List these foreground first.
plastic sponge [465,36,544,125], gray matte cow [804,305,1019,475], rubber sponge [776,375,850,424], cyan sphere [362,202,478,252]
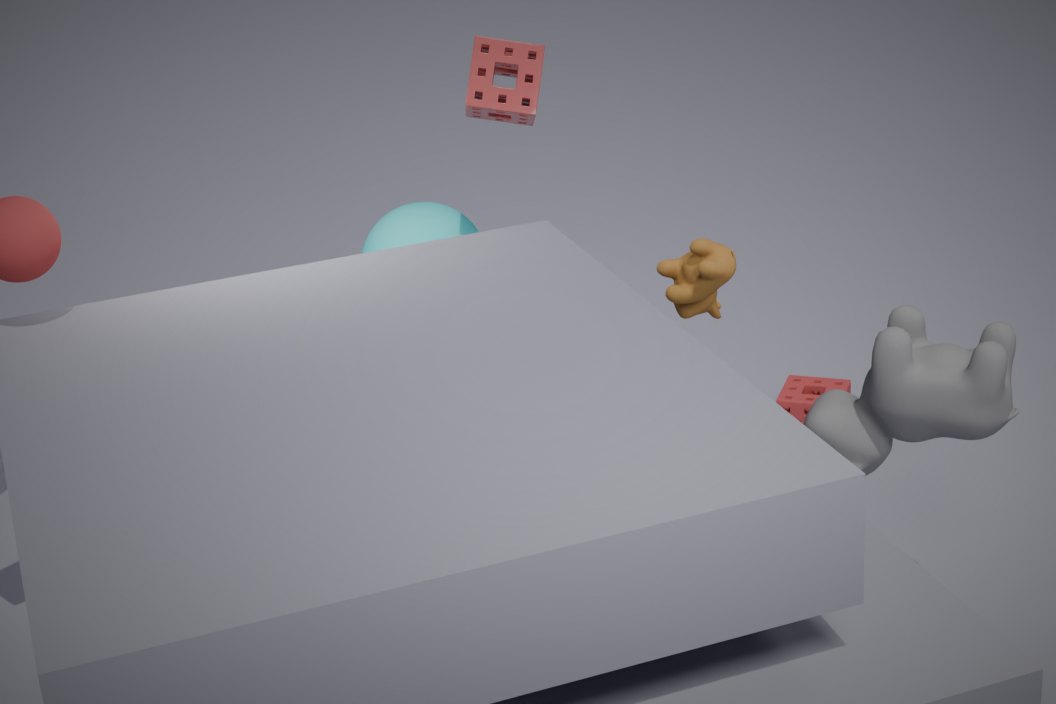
gray matte cow [804,305,1019,475] < plastic sponge [465,36,544,125] < cyan sphere [362,202,478,252] < rubber sponge [776,375,850,424]
